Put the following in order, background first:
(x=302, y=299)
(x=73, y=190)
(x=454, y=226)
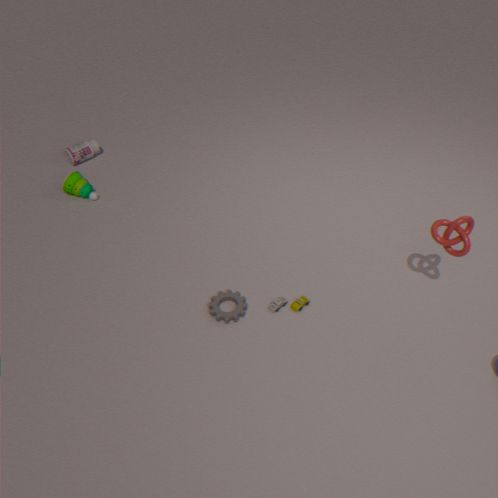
(x=73, y=190), (x=302, y=299), (x=454, y=226)
